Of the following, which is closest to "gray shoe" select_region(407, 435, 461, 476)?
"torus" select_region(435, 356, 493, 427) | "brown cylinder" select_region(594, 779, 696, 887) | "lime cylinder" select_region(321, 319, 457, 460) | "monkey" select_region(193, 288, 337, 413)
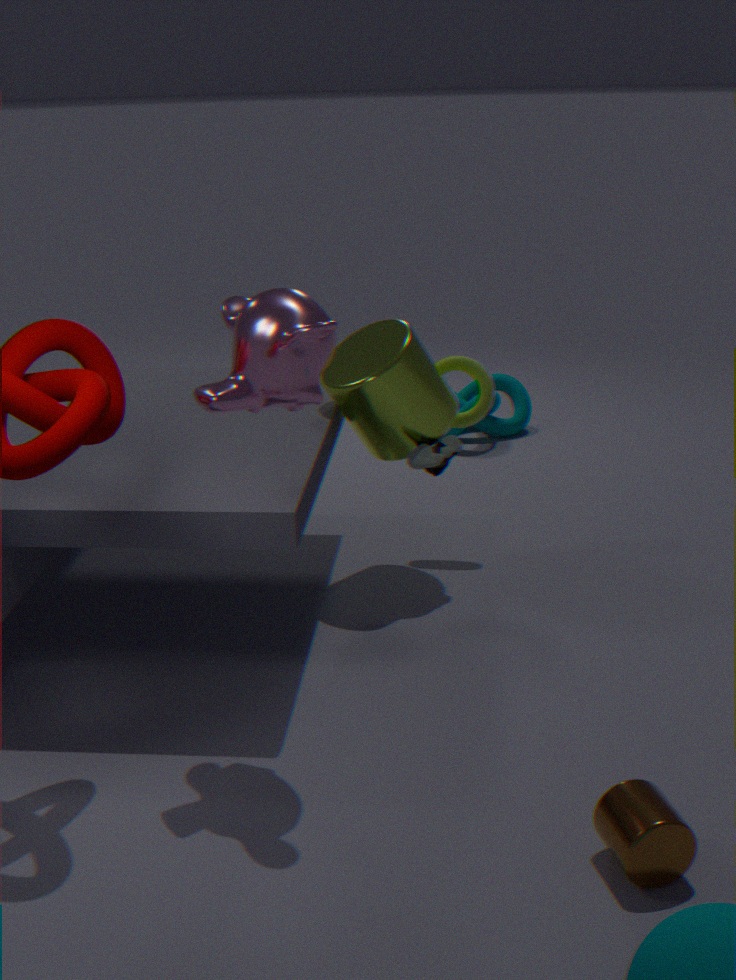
"lime cylinder" select_region(321, 319, 457, 460)
